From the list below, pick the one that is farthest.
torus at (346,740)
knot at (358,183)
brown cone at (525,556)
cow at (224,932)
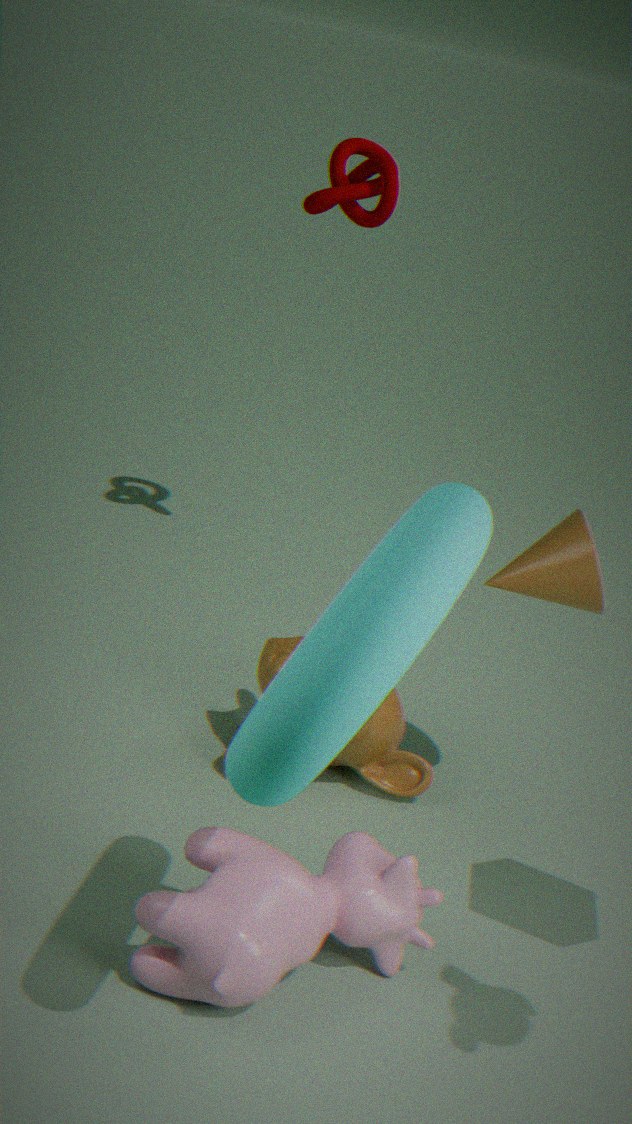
knot at (358,183)
